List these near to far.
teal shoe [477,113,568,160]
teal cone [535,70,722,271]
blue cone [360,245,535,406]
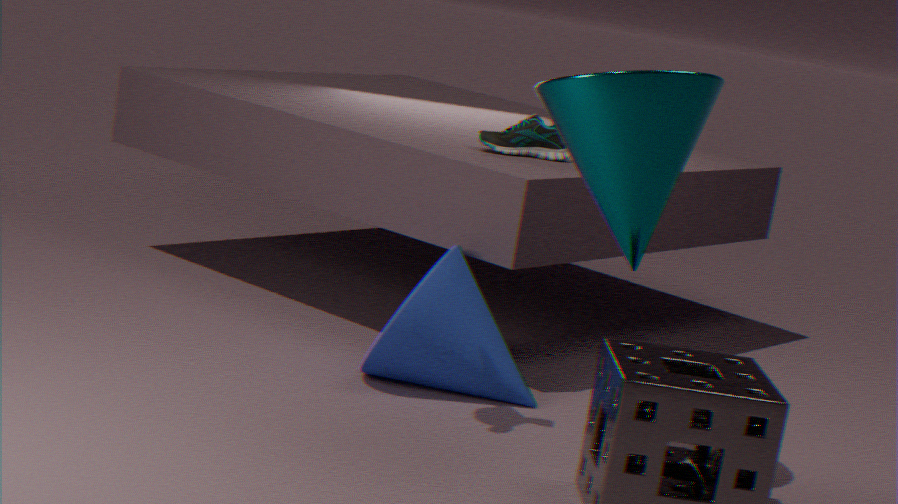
teal cone [535,70,722,271], blue cone [360,245,535,406], teal shoe [477,113,568,160]
